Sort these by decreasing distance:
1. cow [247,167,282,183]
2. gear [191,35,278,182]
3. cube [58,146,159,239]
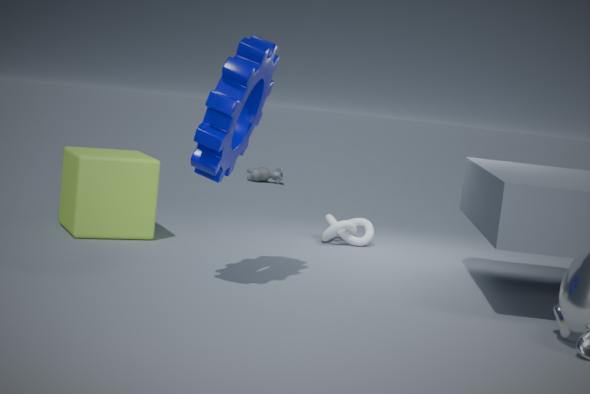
cow [247,167,282,183]
cube [58,146,159,239]
gear [191,35,278,182]
